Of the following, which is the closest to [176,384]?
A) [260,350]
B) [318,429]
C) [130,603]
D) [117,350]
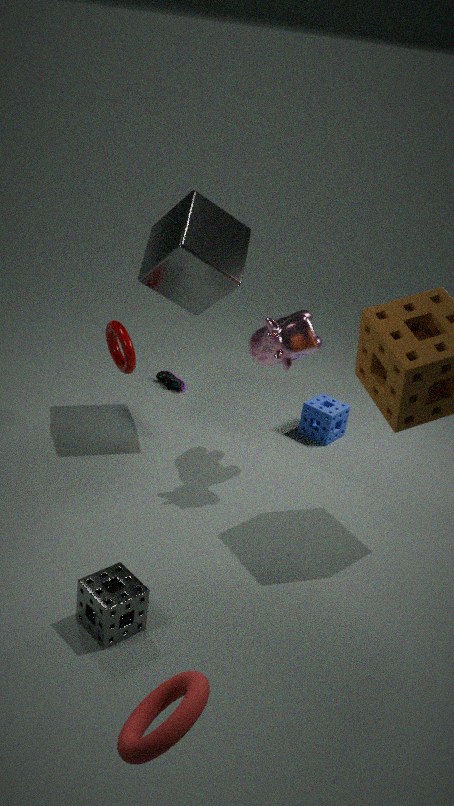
[117,350]
